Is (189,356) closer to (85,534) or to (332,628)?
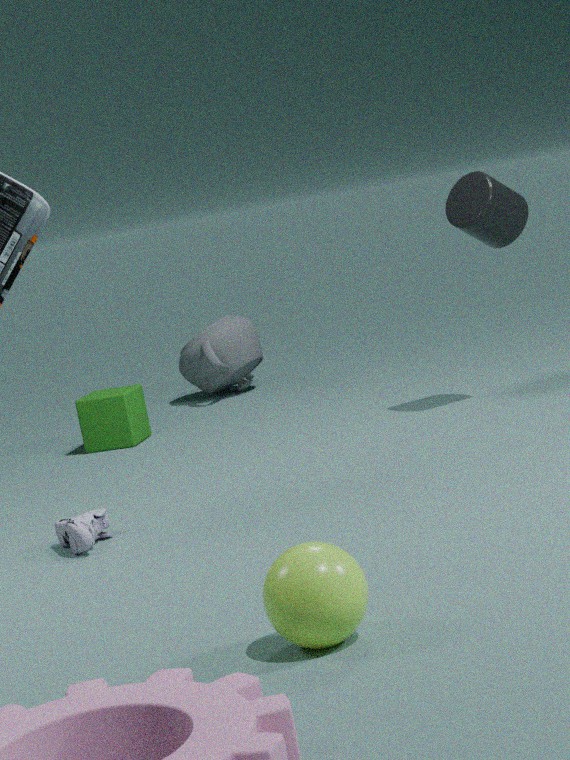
(85,534)
